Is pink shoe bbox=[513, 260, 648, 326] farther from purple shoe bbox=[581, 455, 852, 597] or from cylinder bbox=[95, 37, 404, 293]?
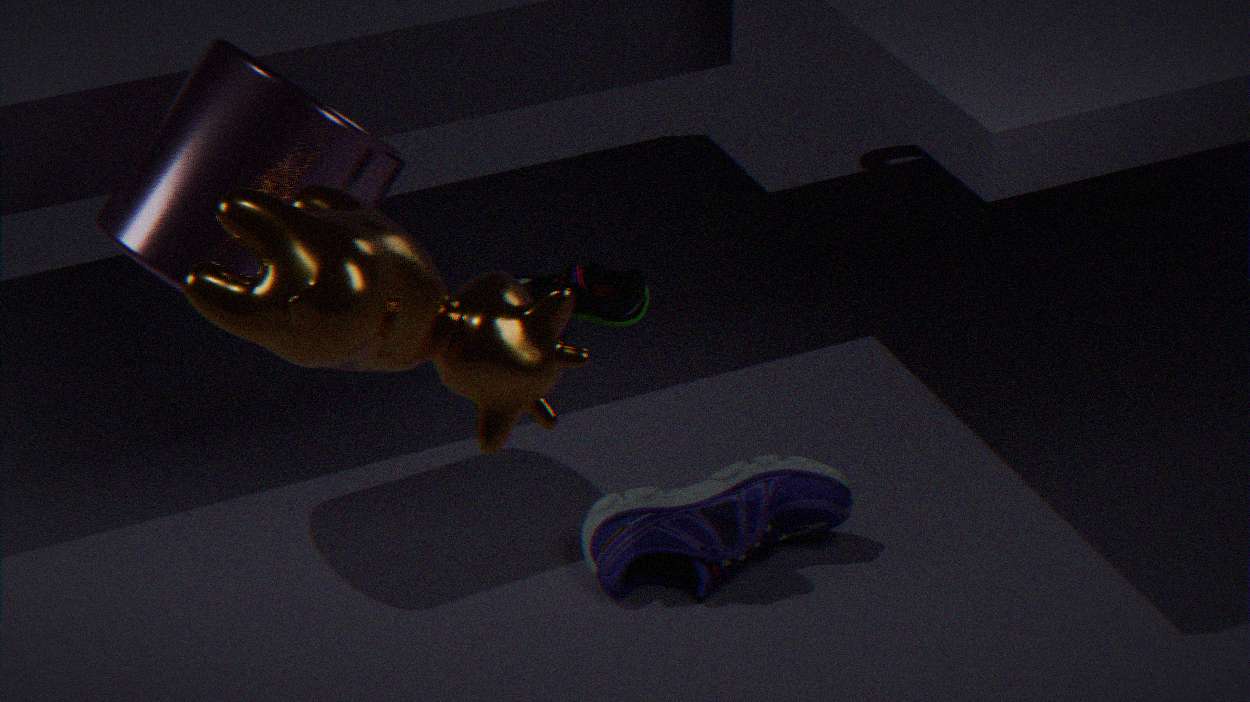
purple shoe bbox=[581, 455, 852, 597]
